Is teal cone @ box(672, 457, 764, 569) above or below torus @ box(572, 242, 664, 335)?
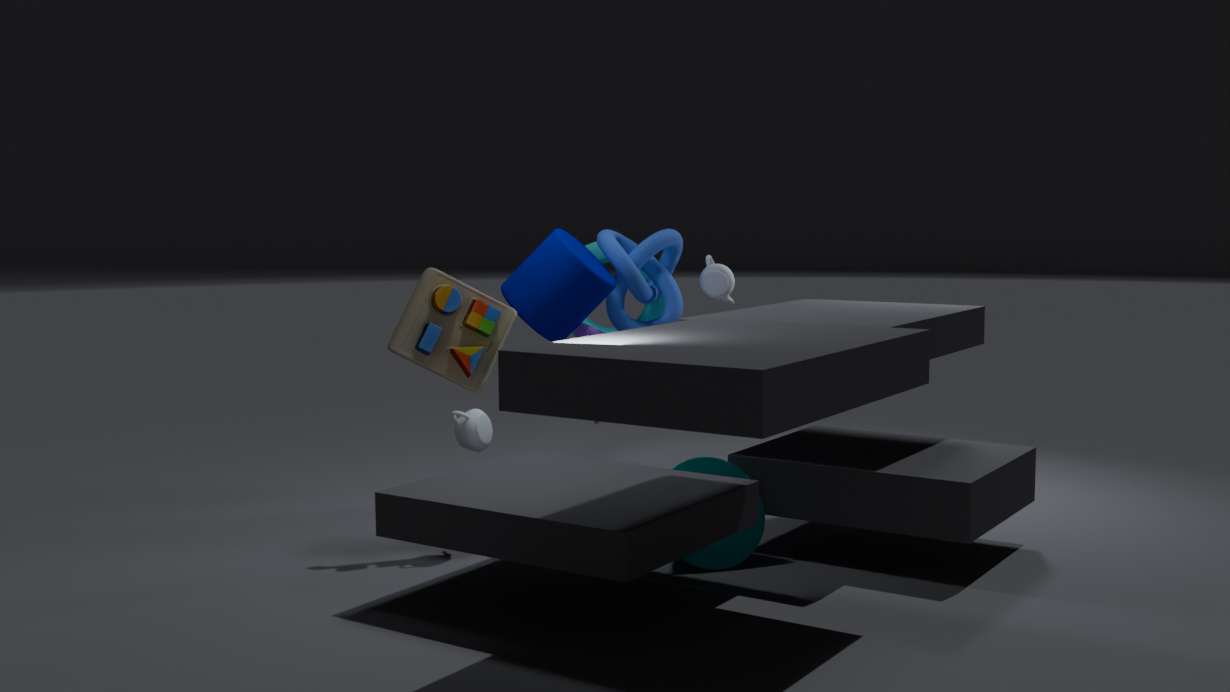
below
